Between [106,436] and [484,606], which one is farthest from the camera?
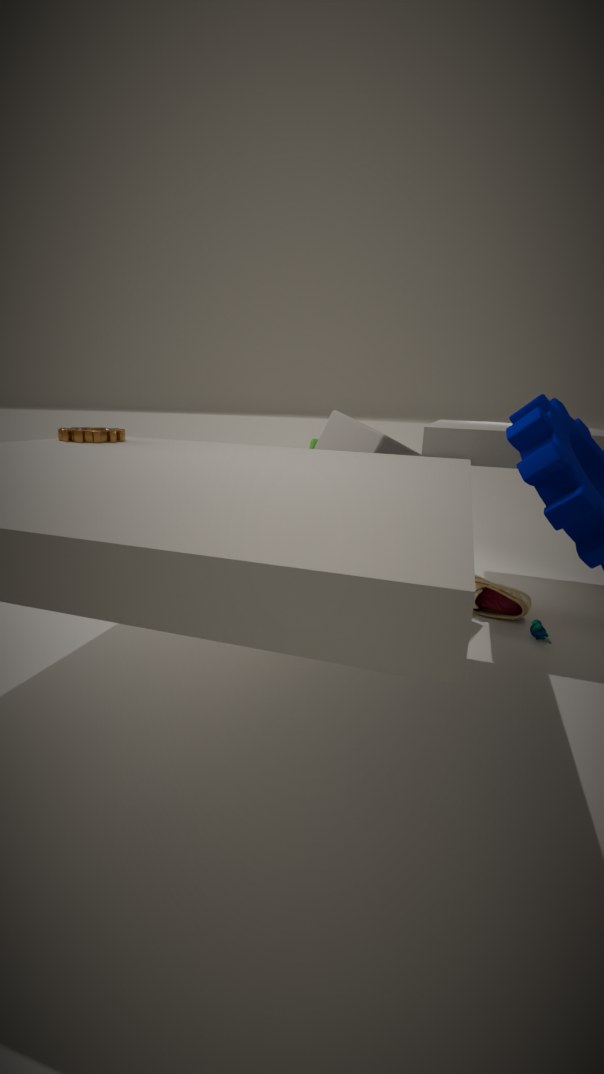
[484,606]
